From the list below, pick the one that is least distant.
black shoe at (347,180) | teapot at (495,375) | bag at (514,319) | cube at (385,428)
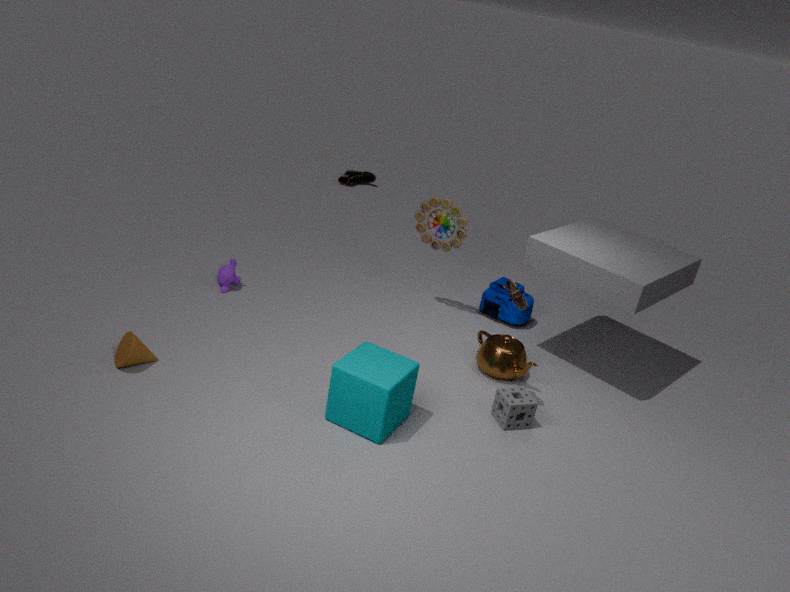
cube at (385,428)
